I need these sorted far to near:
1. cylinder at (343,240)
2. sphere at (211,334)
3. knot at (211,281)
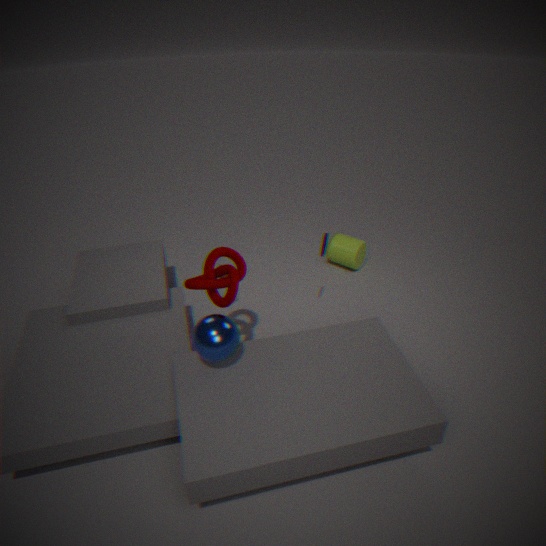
cylinder at (343,240) < knot at (211,281) < sphere at (211,334)
